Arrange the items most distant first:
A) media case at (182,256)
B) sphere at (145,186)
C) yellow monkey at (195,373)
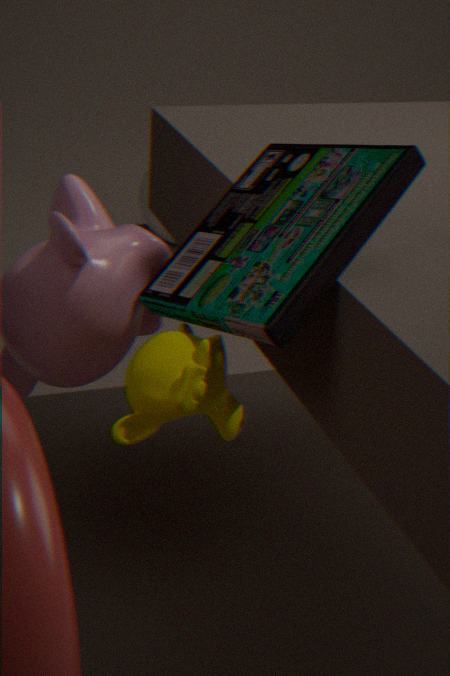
1. sphere at (145,186)
2. yellow monkey at (195,373)
3. media case at (182,256)
